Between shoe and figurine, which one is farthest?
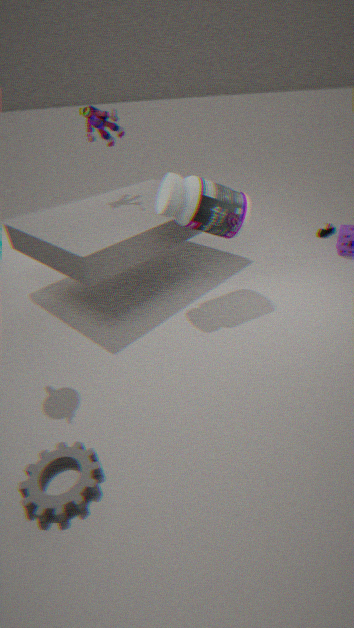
shoe
